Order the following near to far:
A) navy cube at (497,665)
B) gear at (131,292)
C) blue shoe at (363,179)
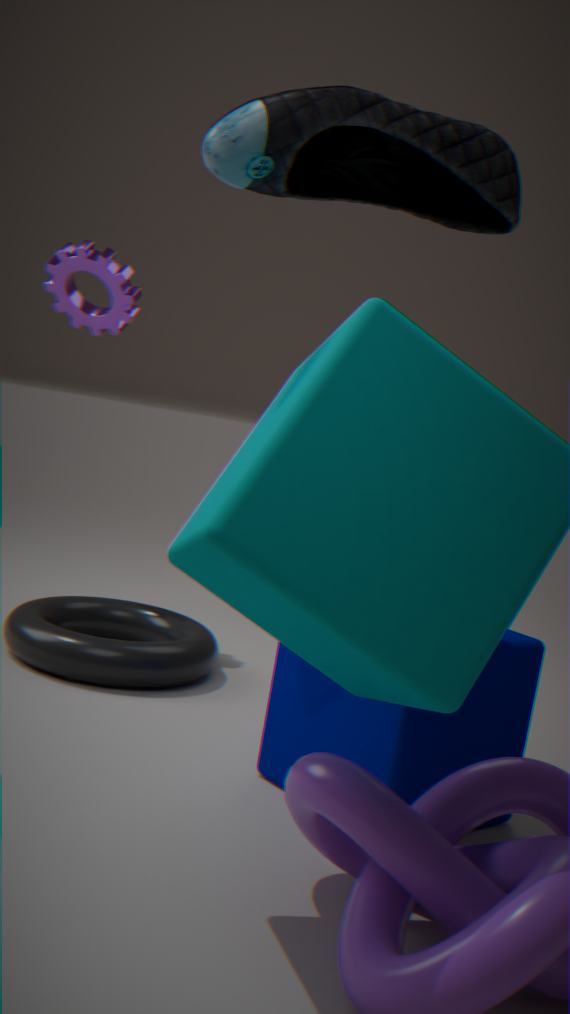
blue shoe at (363,179)
navy cube at (497,665)
gear at (131,292)
